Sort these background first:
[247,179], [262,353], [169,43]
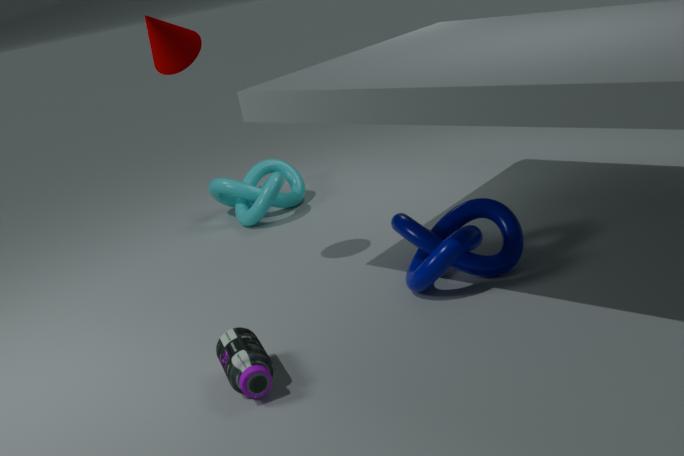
[247,179], [169,43], [262,353]
